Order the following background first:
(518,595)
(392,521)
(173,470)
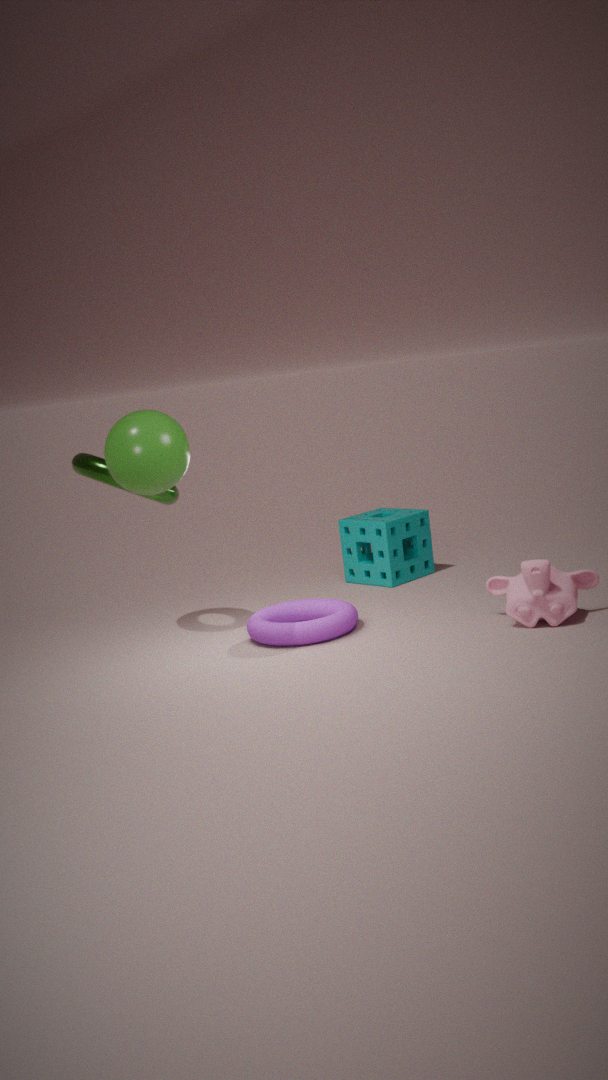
(392,521)
(518,595)
(173,470)
